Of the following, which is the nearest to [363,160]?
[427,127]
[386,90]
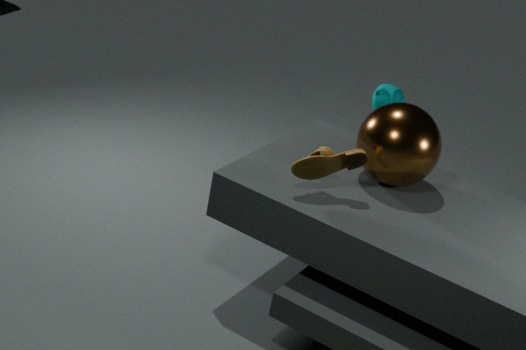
[427,127]
